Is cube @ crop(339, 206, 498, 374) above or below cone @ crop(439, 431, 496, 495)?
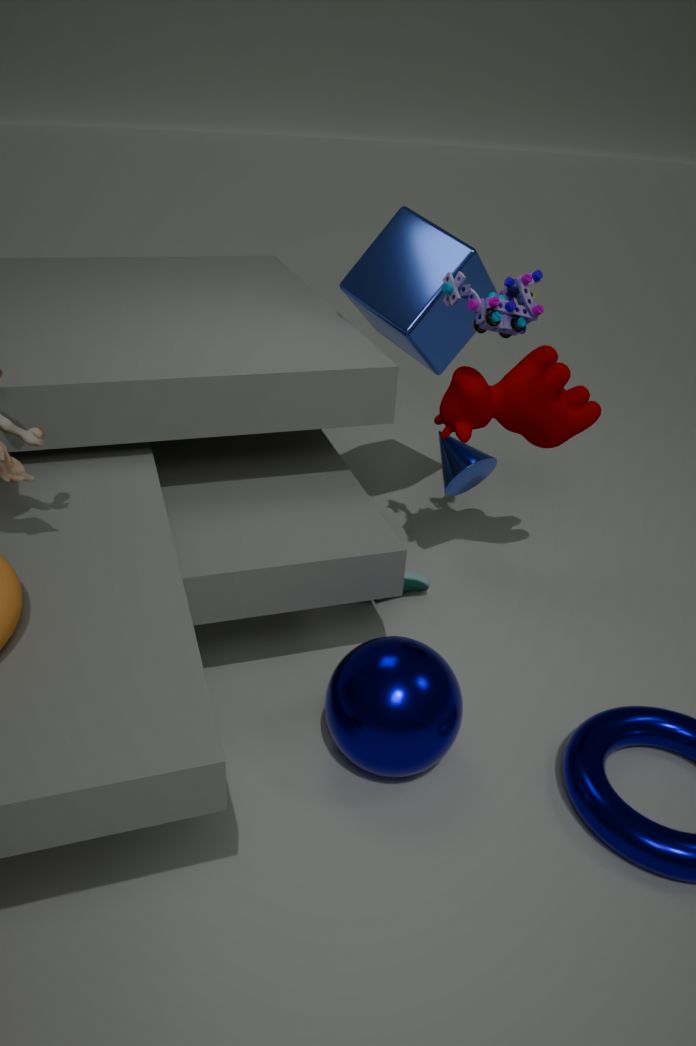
above
